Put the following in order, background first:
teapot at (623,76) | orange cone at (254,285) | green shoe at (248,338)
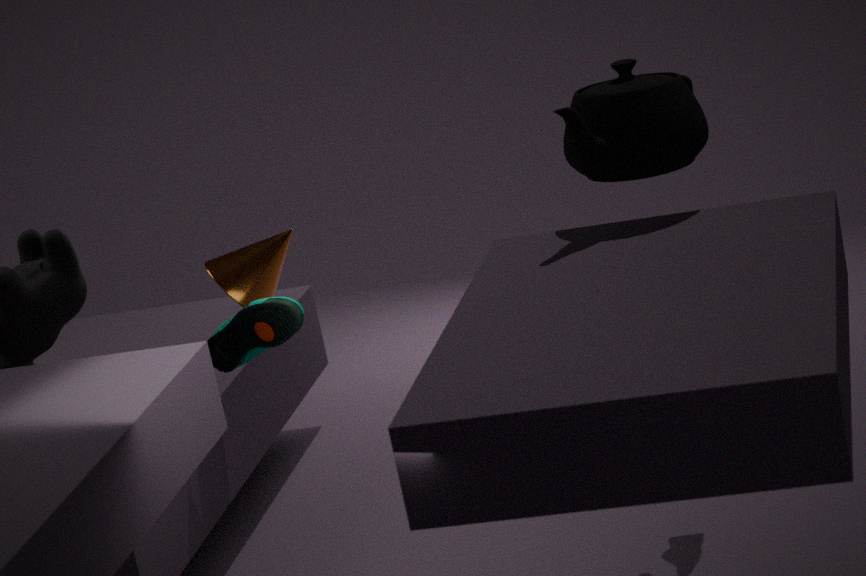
orange cone at (254,285) < green shoe at (248,338) < teapot at (623,76)
